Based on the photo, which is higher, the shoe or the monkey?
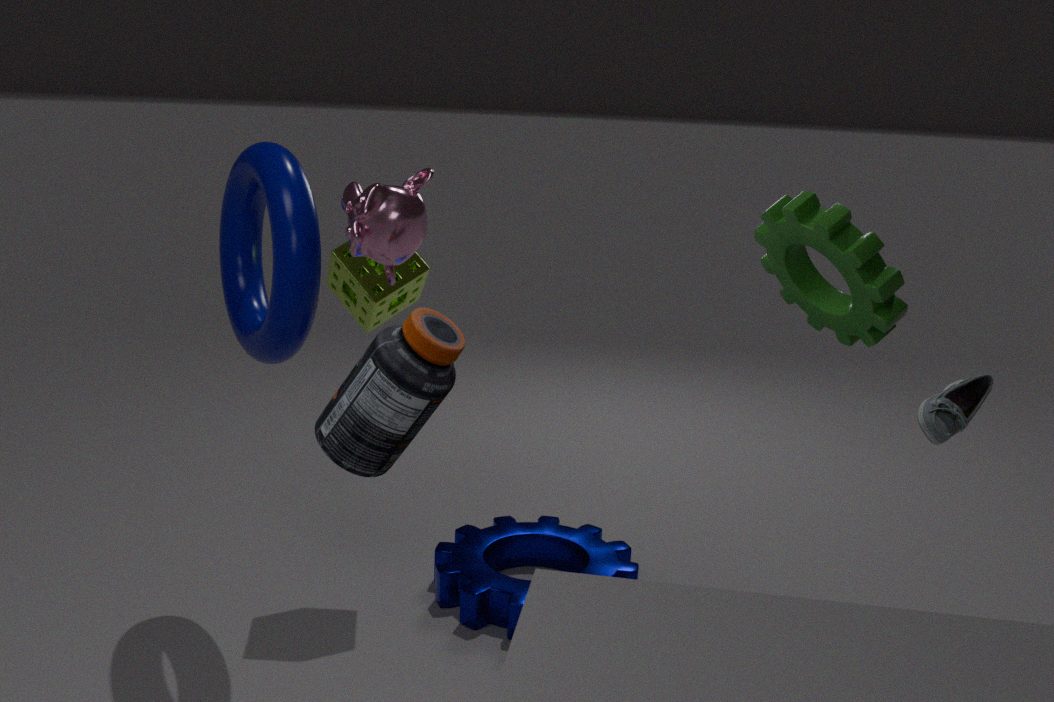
the monkey
